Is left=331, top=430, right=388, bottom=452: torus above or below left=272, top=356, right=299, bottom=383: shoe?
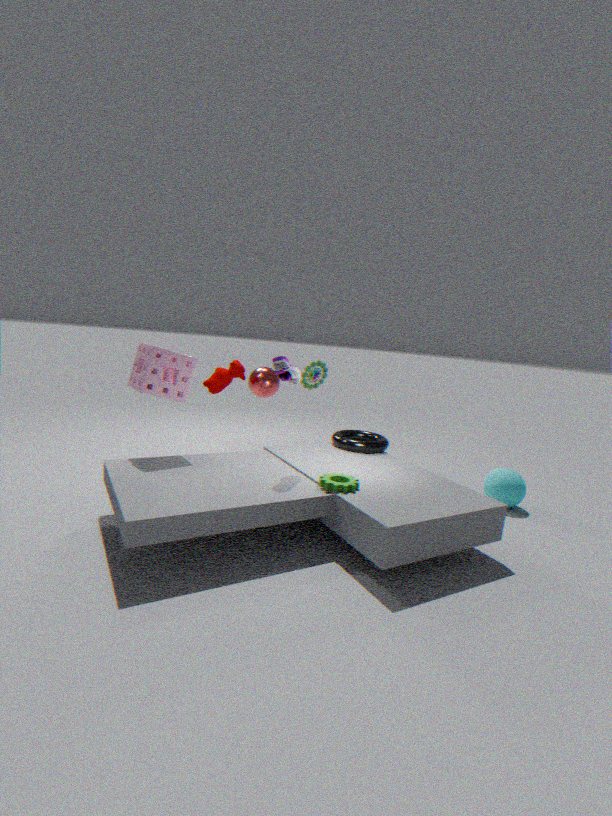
below
